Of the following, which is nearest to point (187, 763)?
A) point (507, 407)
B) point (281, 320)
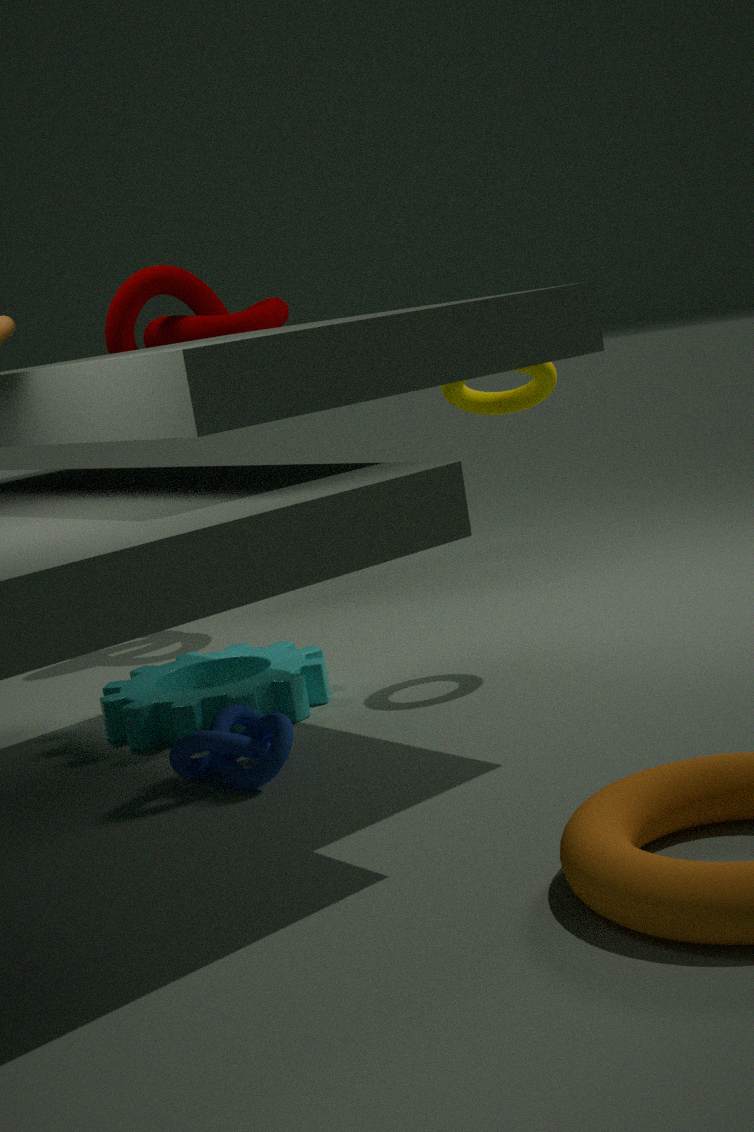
point (507, 407)
